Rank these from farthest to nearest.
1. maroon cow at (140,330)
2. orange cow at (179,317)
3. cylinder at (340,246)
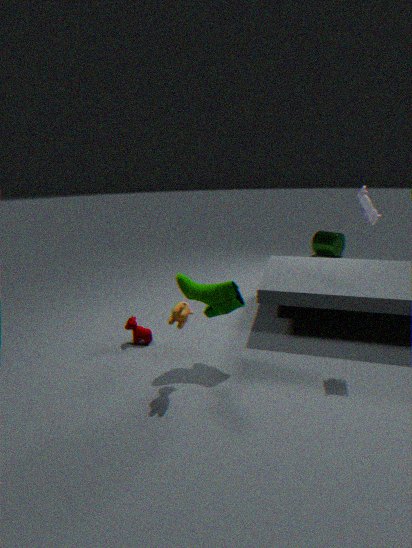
cylinder at (340,246) < maroon cow at (140,330) < orange cow at (179,317)
